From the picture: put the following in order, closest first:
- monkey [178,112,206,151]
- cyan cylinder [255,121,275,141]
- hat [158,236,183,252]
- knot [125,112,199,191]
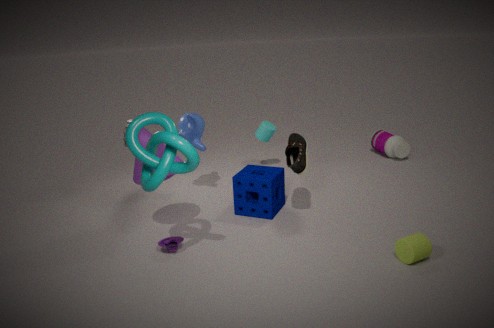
1. knot [125,112,199,191]
2. hat [158,236,183,252]
3. monkey [178,112,206,151]
4. cyan cylinder [255,121,275,141]
